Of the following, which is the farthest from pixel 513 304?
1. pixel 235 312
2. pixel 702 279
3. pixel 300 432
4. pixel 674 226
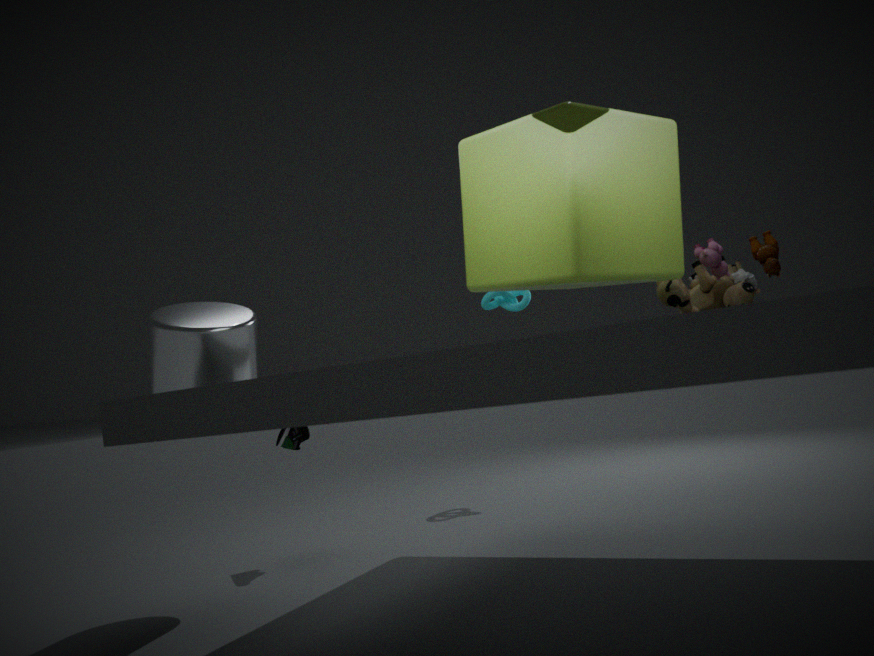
pixel 674 226
